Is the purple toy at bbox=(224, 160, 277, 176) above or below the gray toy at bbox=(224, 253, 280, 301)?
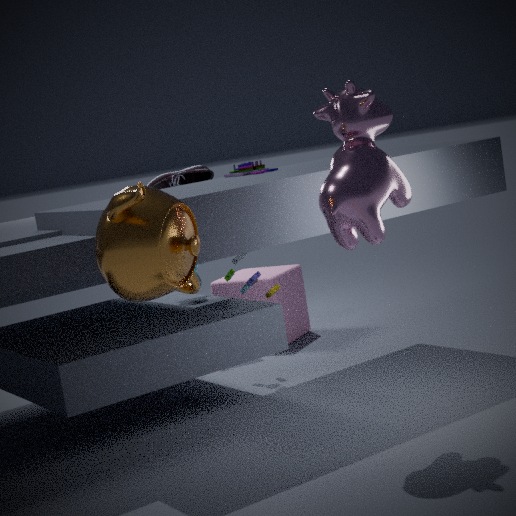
above
